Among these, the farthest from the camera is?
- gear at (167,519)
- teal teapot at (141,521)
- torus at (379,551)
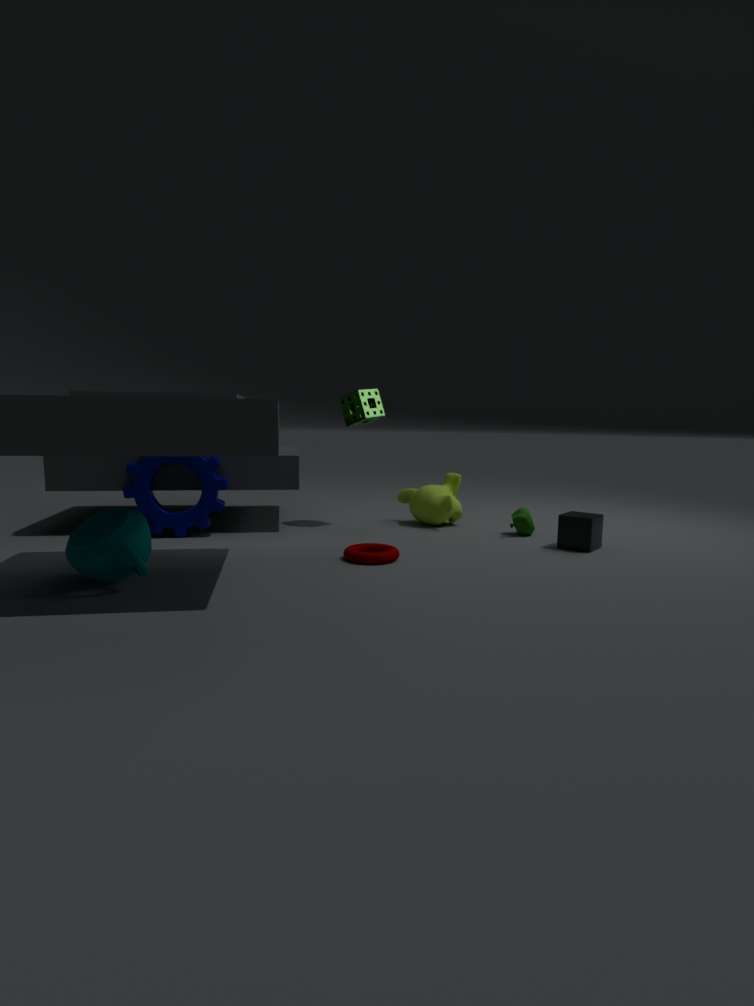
gear at (167,519)
